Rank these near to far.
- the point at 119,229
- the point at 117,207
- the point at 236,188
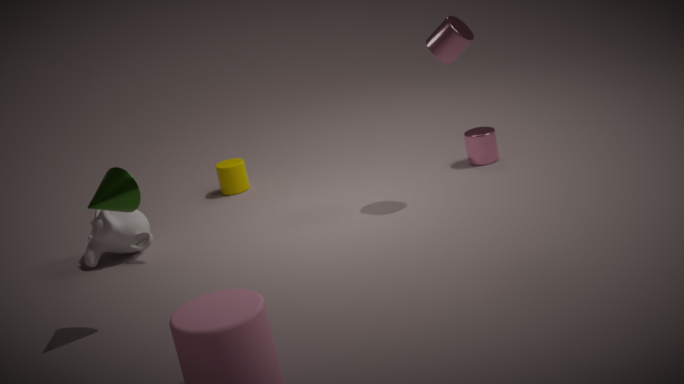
the point at 117,207
the point at 119,229
the point at 236,188
